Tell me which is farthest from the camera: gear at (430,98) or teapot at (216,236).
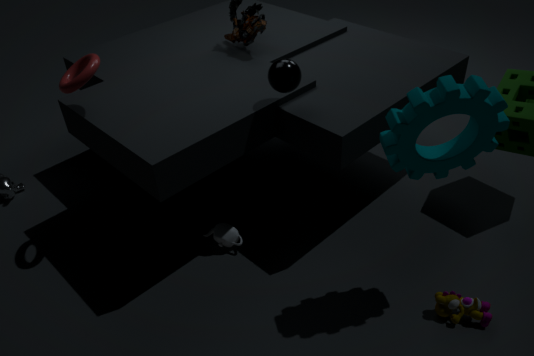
teapot at (216,236)
